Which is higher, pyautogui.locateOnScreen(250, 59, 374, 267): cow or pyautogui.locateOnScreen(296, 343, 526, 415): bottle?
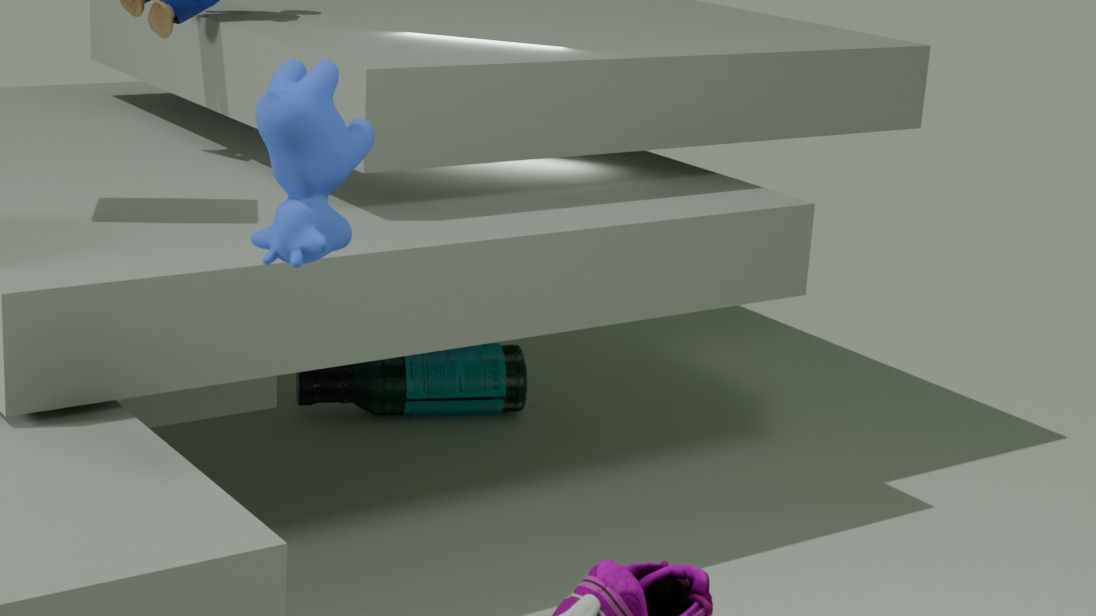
pyautogui.locateOnScreen(250, 59, 374, 267): cow
